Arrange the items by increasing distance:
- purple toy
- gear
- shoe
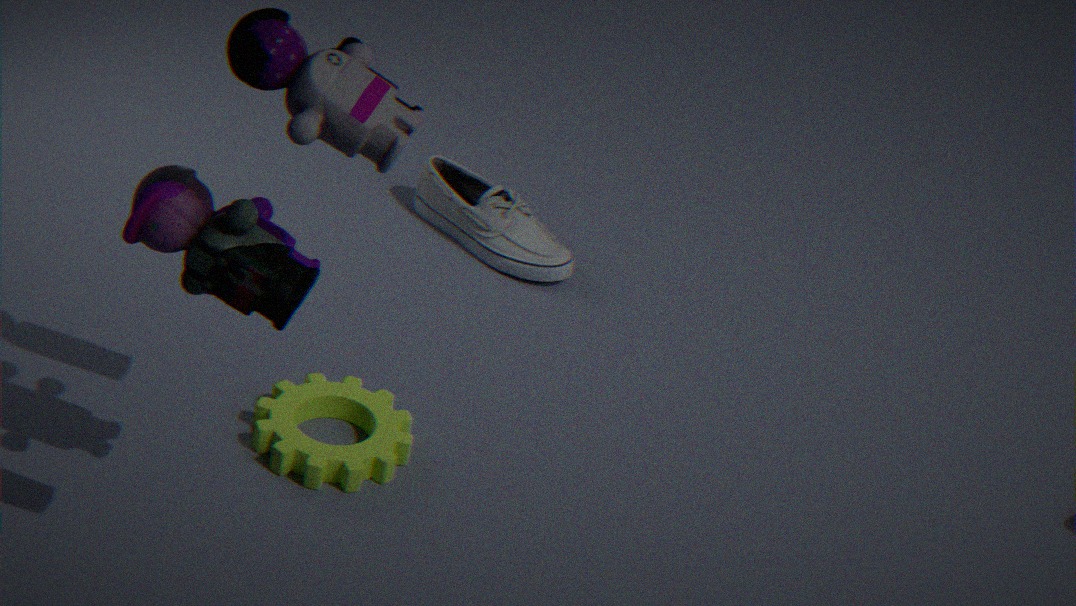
1. purple toy
2. gear
3. shoe
